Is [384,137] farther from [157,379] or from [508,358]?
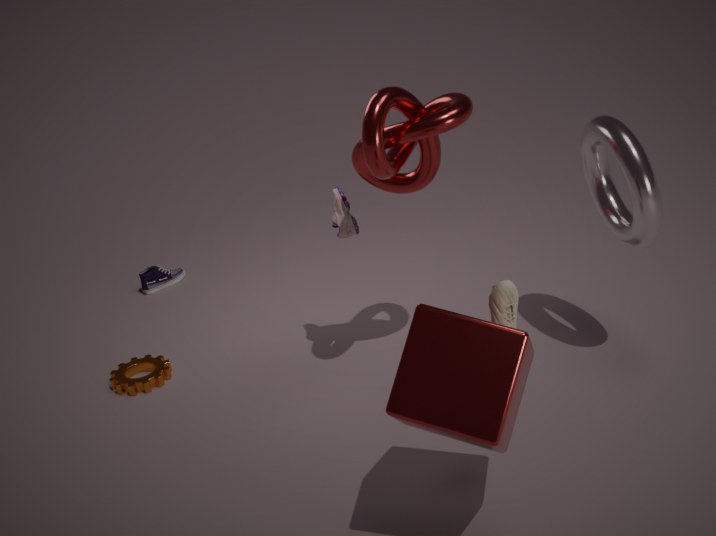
[157,379]
